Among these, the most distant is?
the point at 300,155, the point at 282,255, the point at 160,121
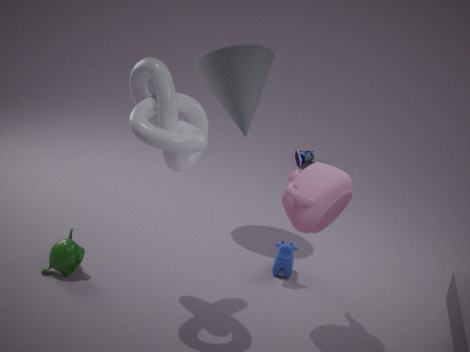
the point at 300,155
